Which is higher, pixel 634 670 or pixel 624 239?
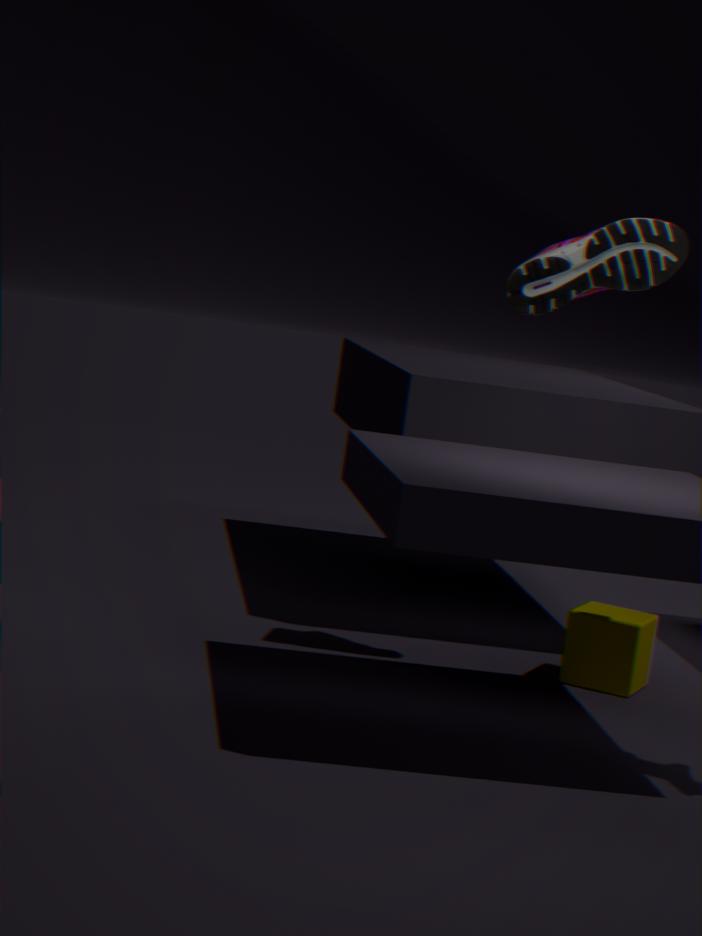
pixel 624 239
